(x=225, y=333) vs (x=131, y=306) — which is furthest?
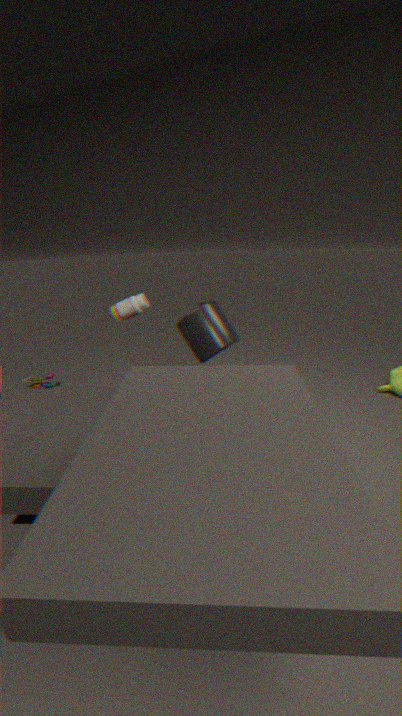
(x=131, y=306)
